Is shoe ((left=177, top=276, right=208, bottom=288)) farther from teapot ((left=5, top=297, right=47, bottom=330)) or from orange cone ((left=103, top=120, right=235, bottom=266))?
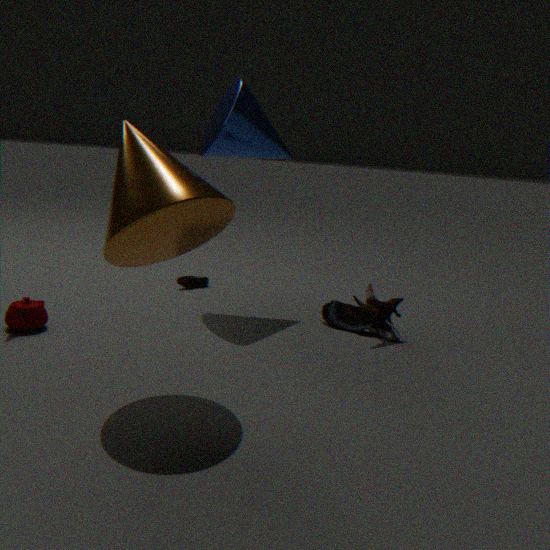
orange cone ((left=103, top=120, right=235, bottom=266))
